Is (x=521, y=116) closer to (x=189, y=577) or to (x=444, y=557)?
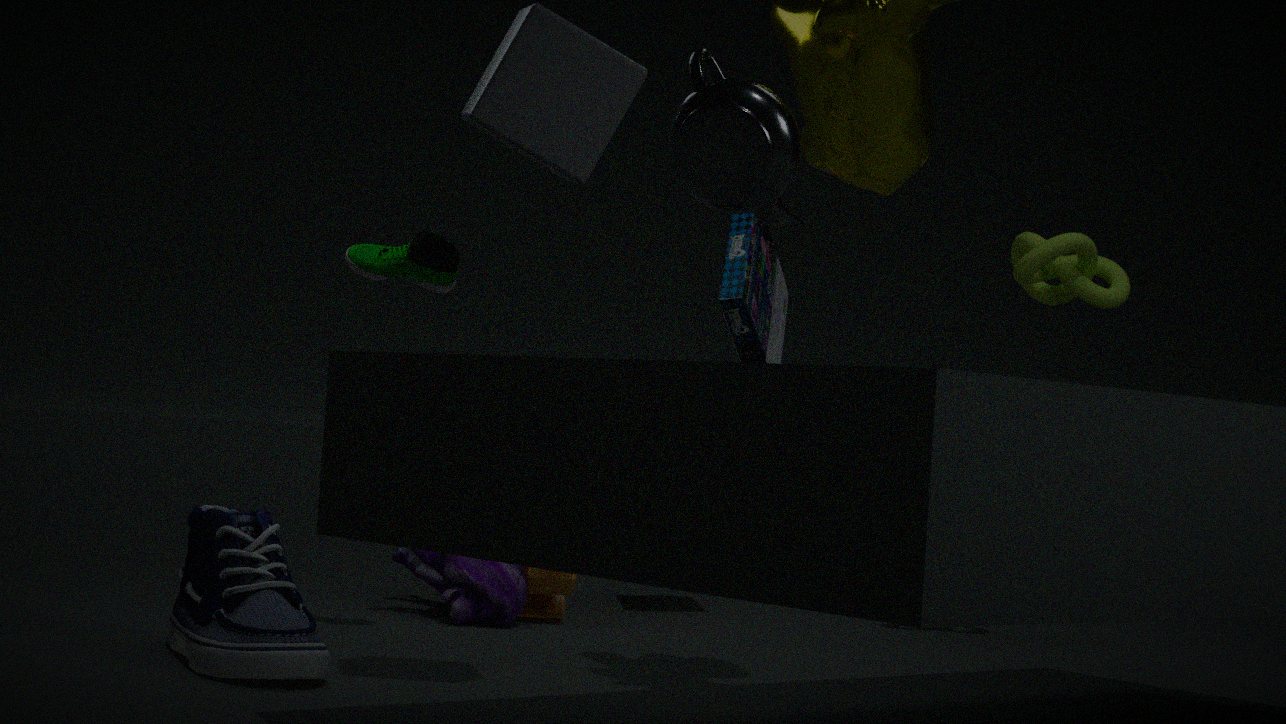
(x=189, y=577)
